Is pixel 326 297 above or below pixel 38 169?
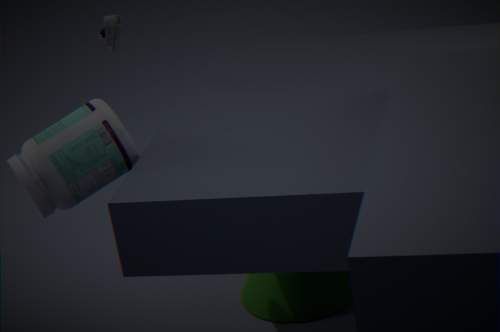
below
